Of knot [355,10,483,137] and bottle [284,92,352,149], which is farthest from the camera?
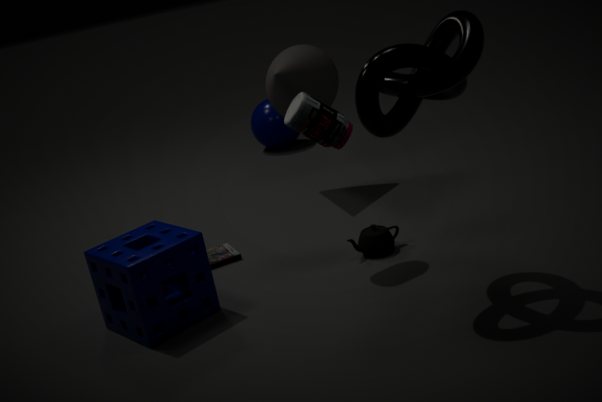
bottle [284,92,352,149]
